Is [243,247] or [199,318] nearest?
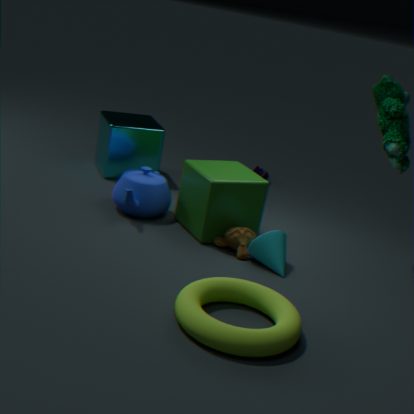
[199,318]
